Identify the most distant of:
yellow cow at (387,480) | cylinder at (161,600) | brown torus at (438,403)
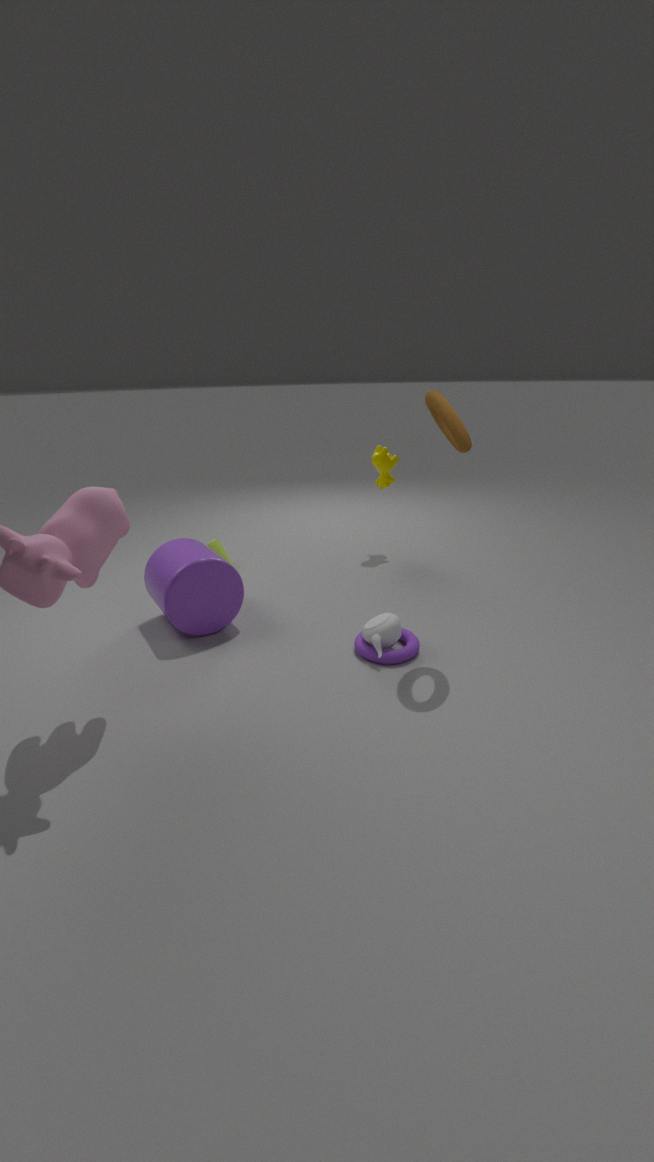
yellow cow at (387,480)
